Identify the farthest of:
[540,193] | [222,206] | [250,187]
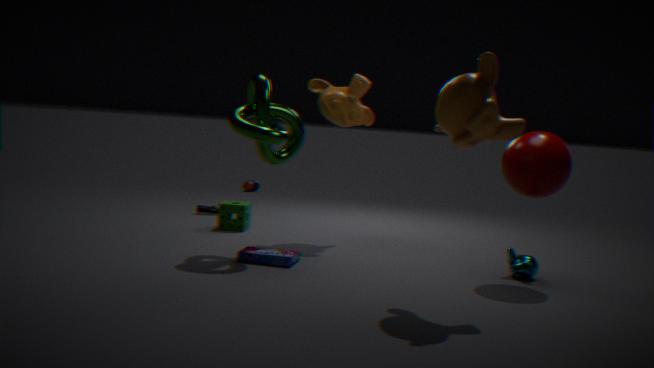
[250,187]
